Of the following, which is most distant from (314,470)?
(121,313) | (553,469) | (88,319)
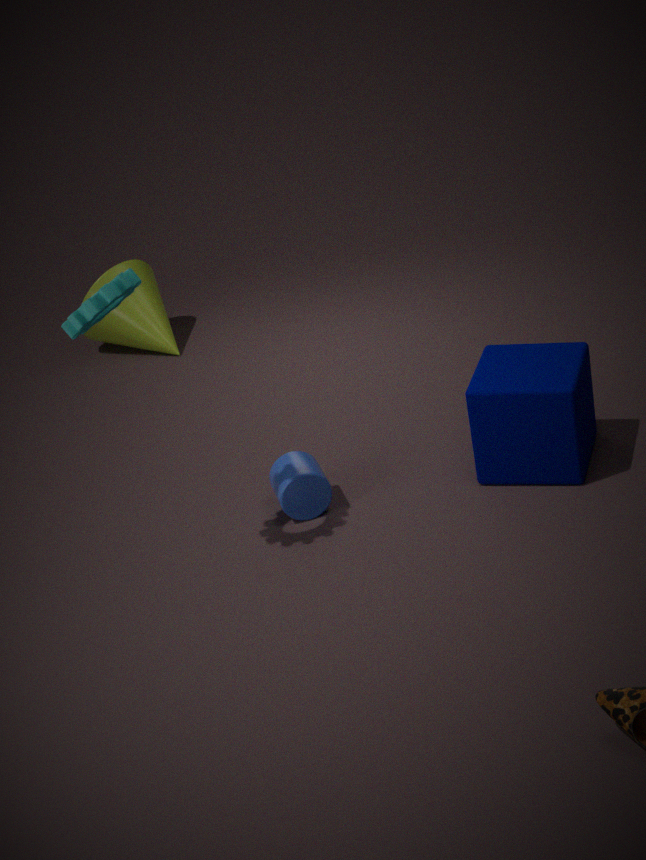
(121,313)
